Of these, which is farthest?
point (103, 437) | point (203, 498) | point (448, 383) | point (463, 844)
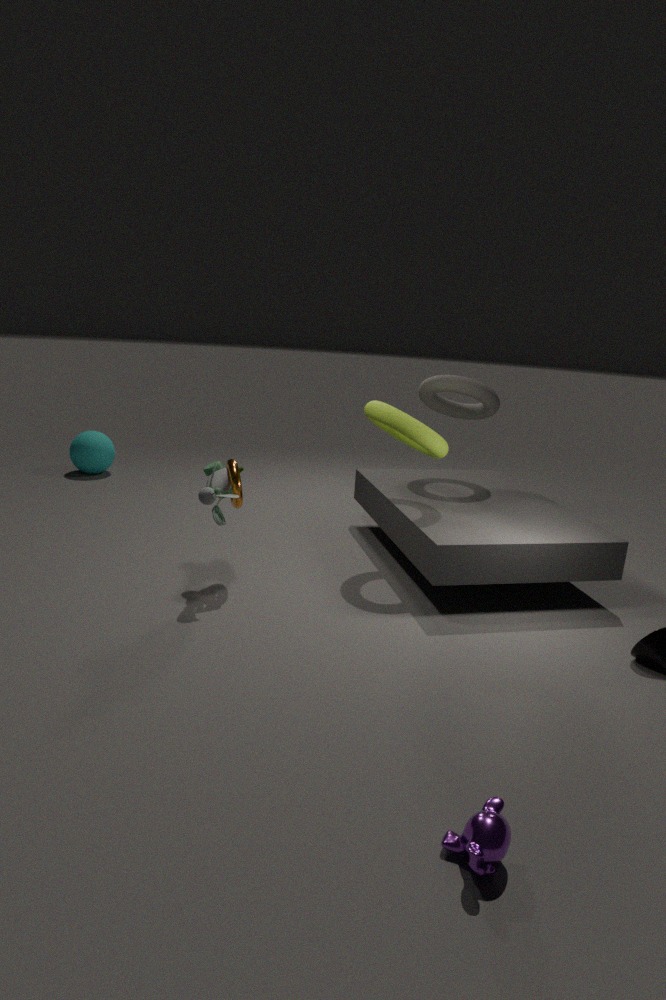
point (103, 437)
